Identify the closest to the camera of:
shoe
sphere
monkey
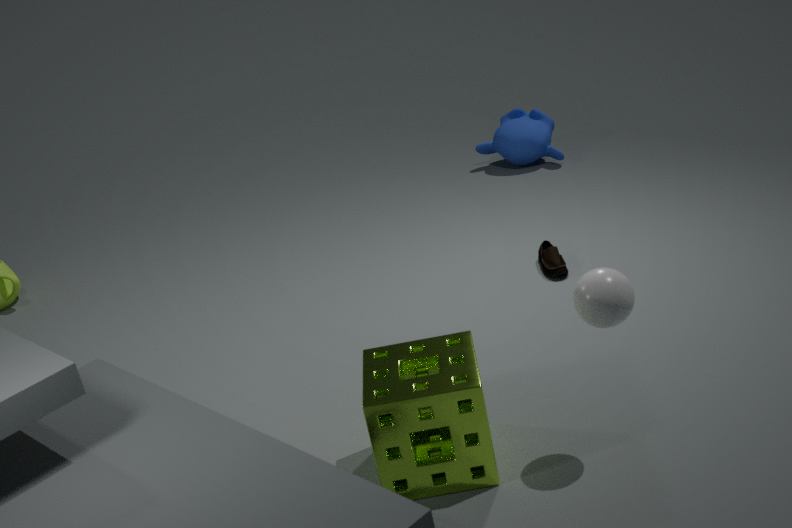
sphere
